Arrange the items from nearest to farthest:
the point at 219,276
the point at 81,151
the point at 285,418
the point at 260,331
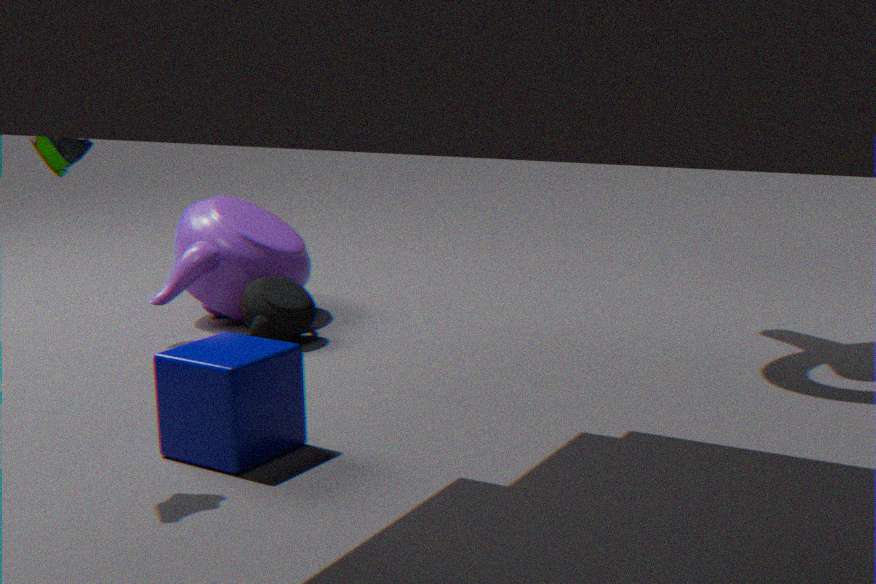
the point at 81,151
the point at 285,418
the point at 260,331
the point at 219,276
